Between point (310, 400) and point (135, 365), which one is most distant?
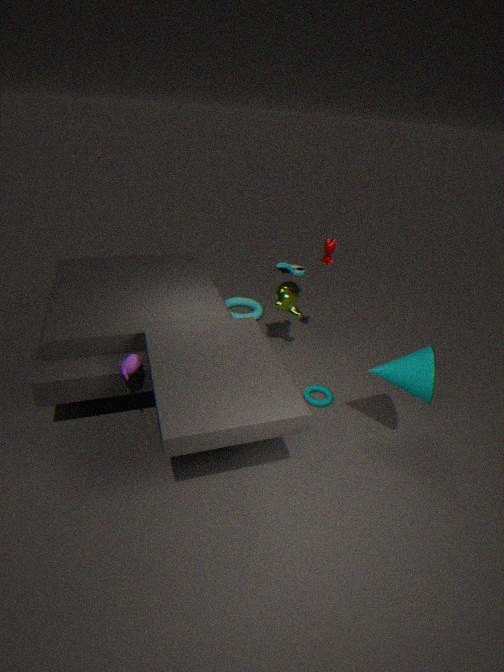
point (310, 400)
